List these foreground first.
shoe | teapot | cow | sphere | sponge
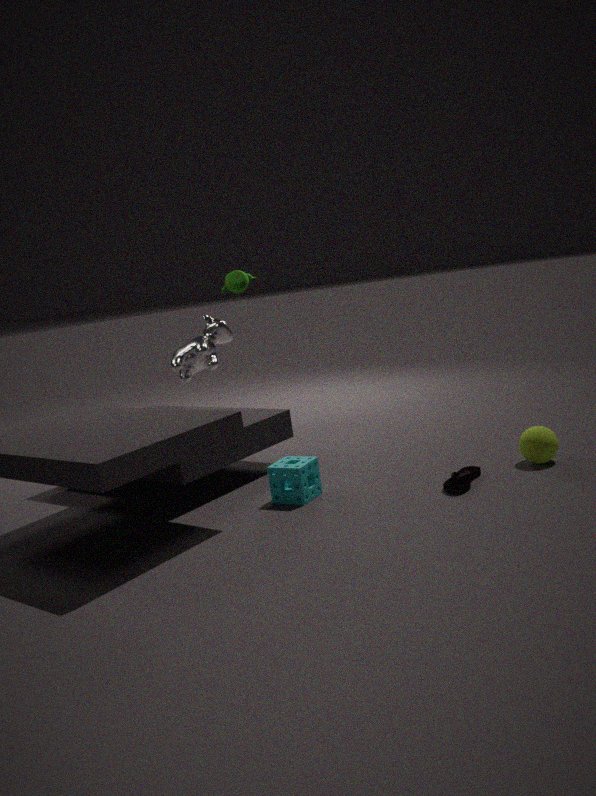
shoe < sponge < sphere < cow < teapot
